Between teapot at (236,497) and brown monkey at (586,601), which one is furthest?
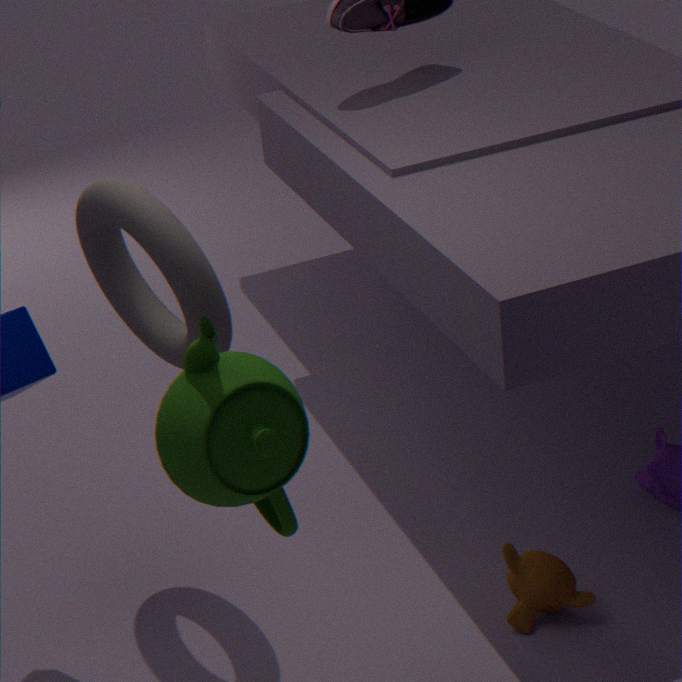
brown monkey at (586,601)
